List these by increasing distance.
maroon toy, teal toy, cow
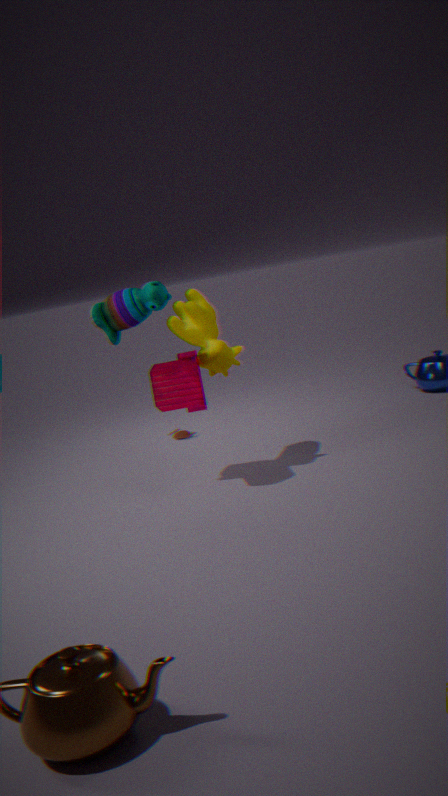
maroon toy
teal toy
cow
